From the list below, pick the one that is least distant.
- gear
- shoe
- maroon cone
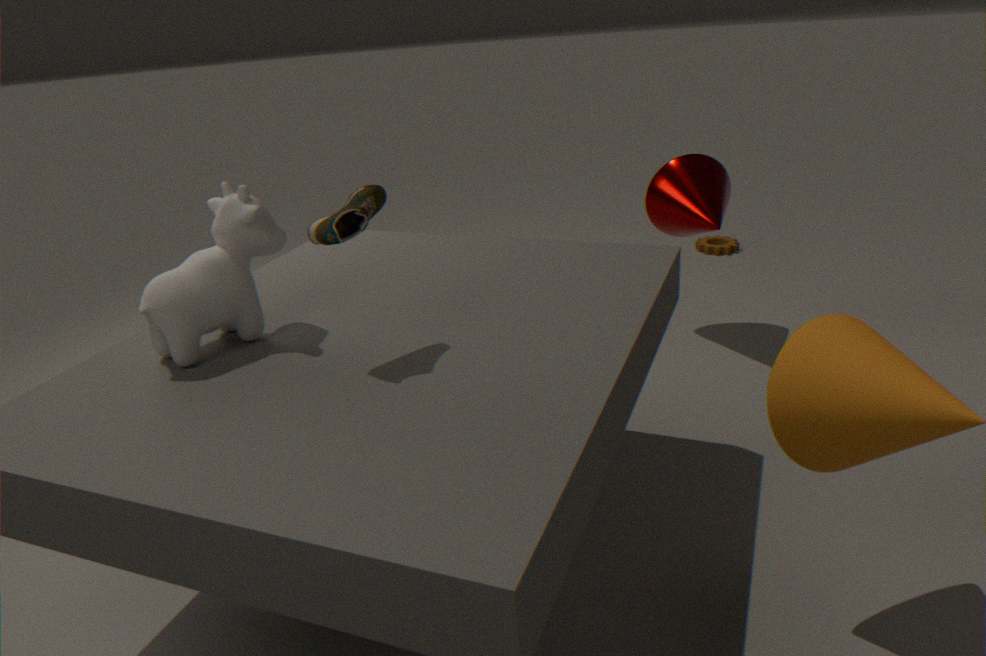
shoe
